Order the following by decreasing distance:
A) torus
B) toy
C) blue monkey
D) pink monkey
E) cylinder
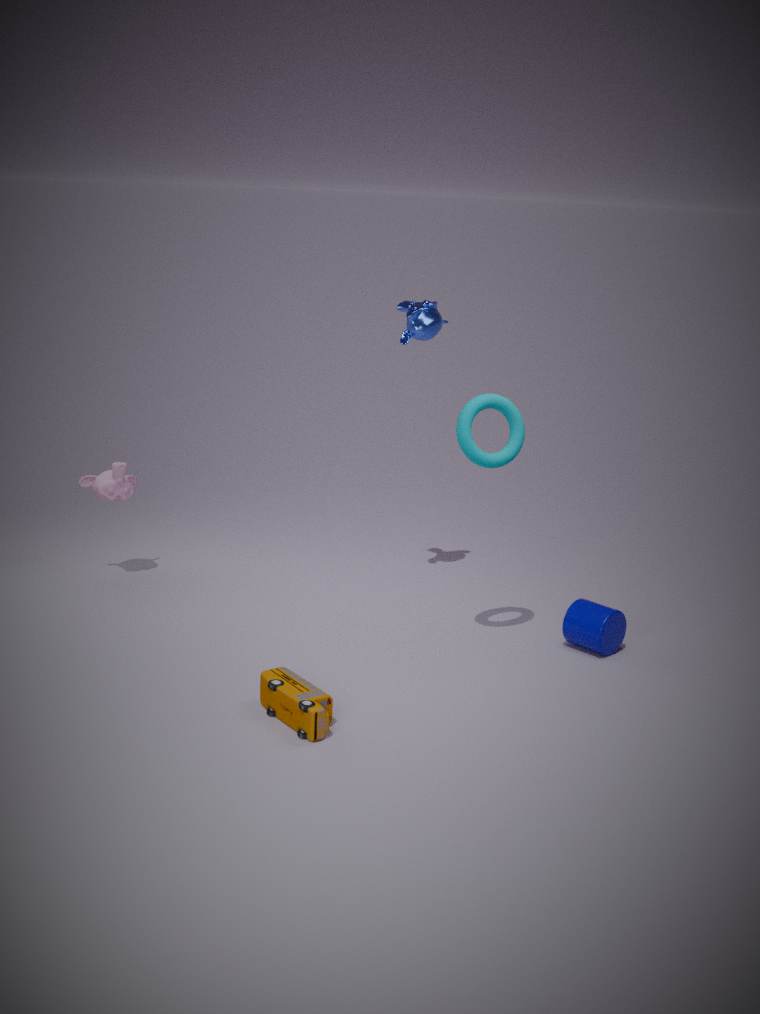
1. pink monkey
2. blue monkey
3. cylinder
4. torus
5. toy
